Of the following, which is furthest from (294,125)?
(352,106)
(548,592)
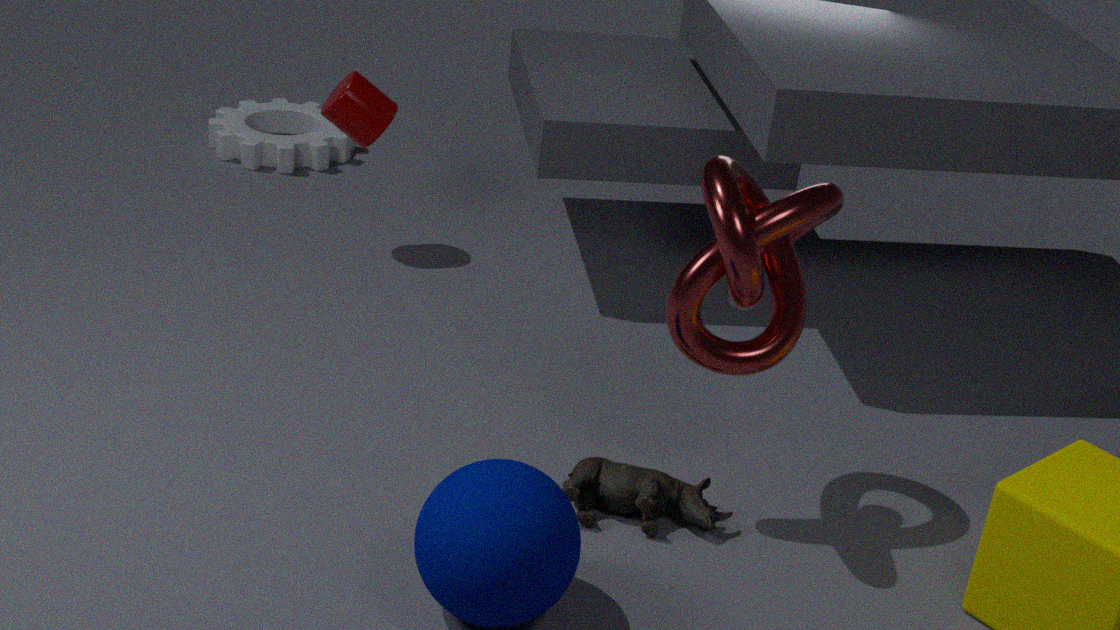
(548,592)
